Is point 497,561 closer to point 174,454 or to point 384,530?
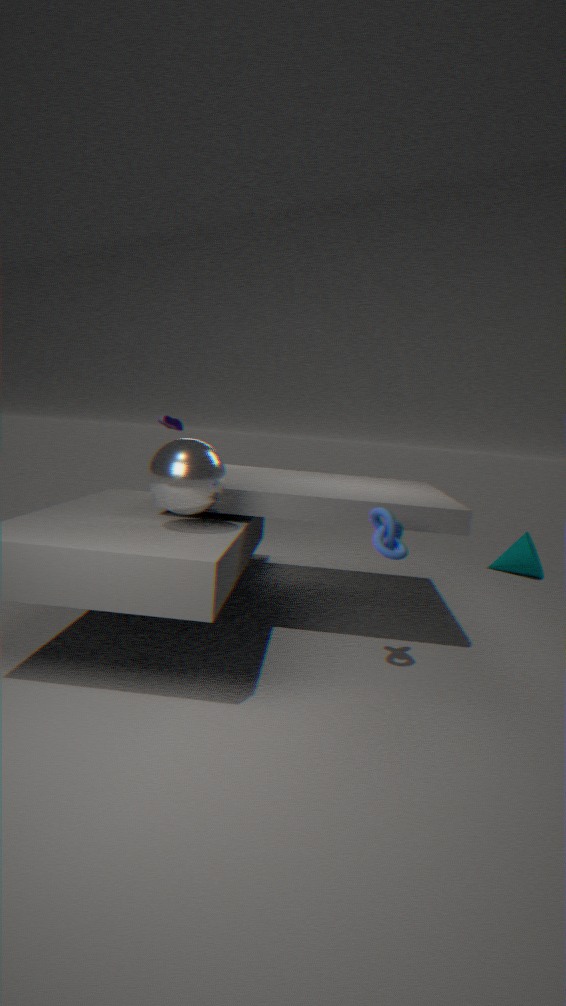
point 384,530
